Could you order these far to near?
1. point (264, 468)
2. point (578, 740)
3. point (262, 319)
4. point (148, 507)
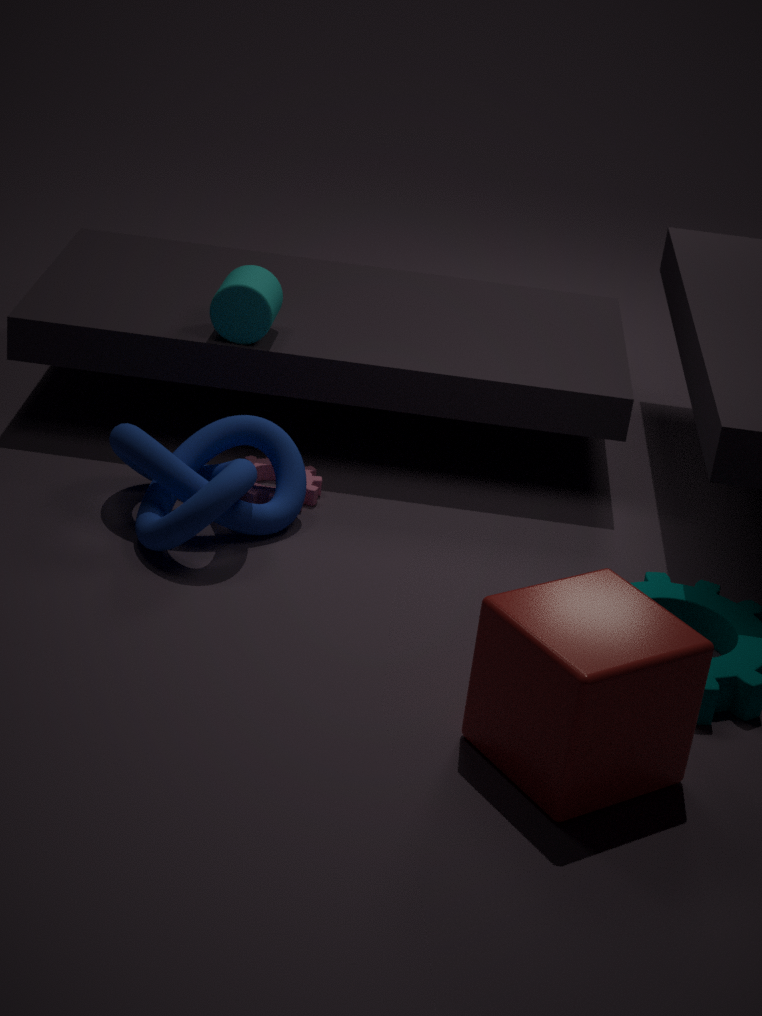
1. point (264, 468)
2. point (262, 319)
3. point (148, 507)
4. point (578, 740)
